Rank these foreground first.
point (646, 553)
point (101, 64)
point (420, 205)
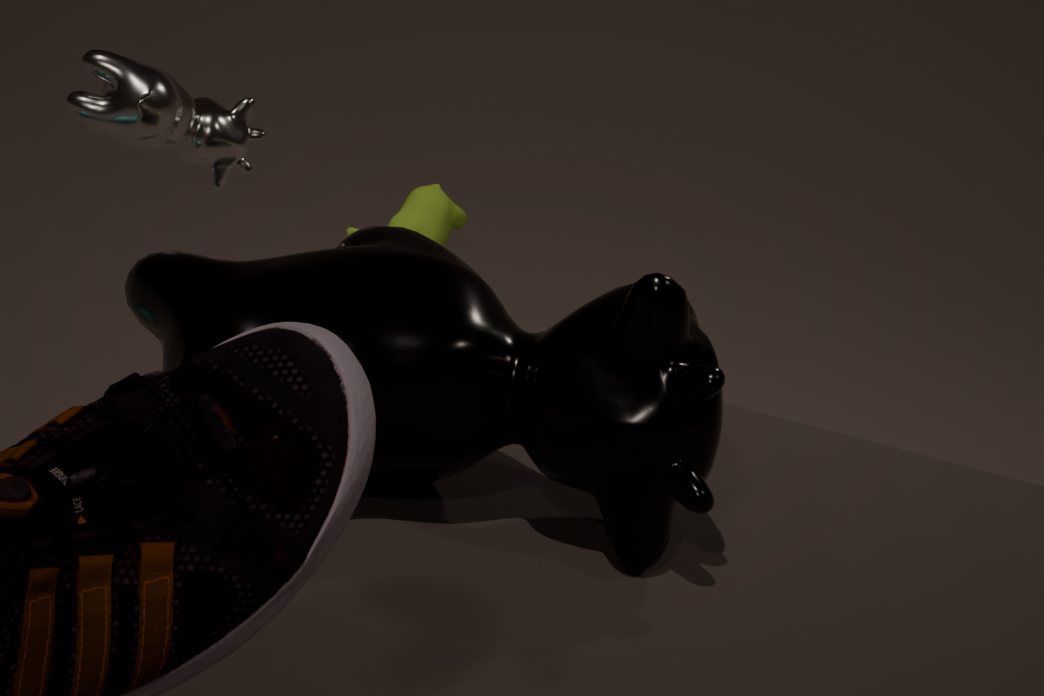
point (646, 553)
point (101, 64)
point (420, 205)
